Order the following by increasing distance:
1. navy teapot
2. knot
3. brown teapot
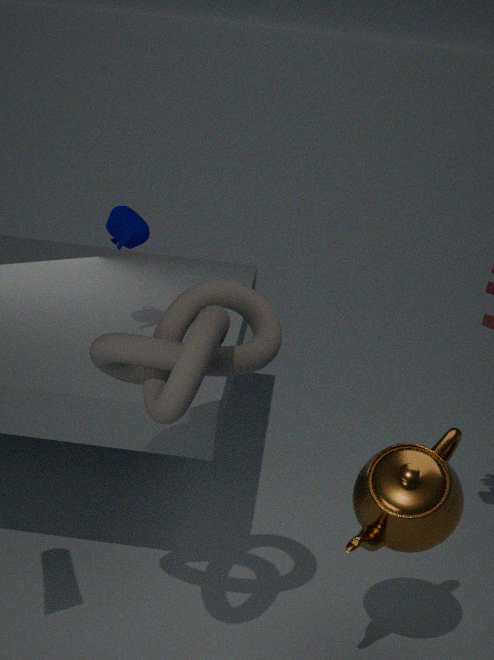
knot → brown teapot → navy teapot
